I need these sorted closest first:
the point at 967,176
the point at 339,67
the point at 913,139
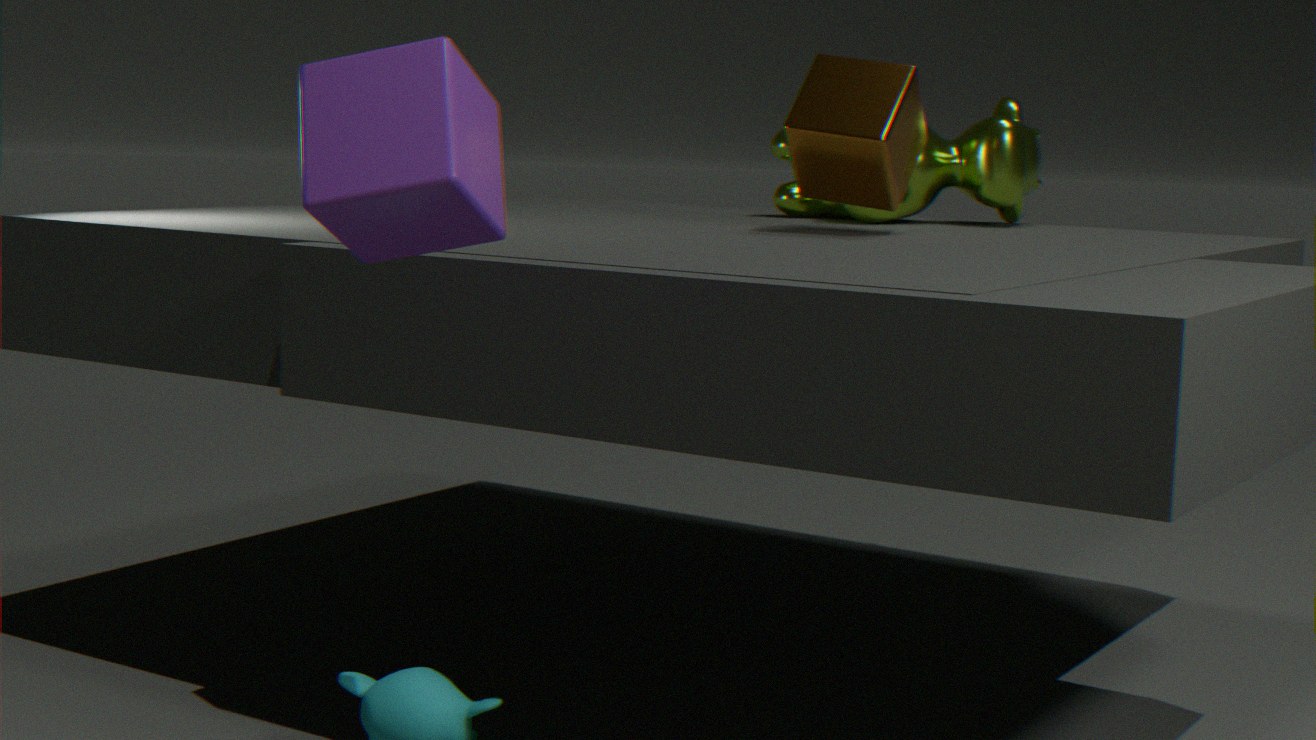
the point at 339,67 → the point at 913,139 → the point at 967,176
